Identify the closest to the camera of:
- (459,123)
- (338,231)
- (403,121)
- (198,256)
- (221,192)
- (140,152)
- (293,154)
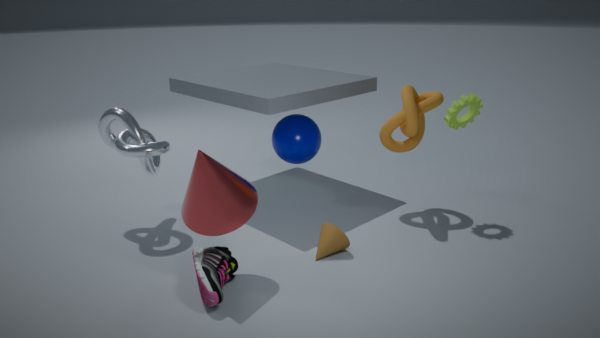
(221,192)
